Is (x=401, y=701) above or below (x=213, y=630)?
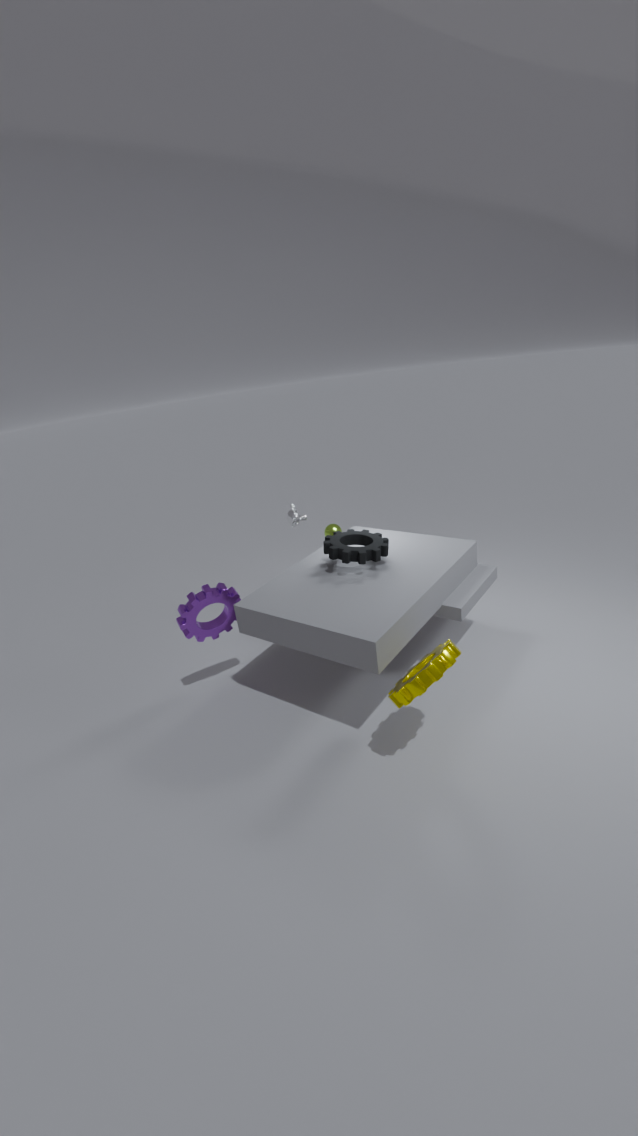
below
